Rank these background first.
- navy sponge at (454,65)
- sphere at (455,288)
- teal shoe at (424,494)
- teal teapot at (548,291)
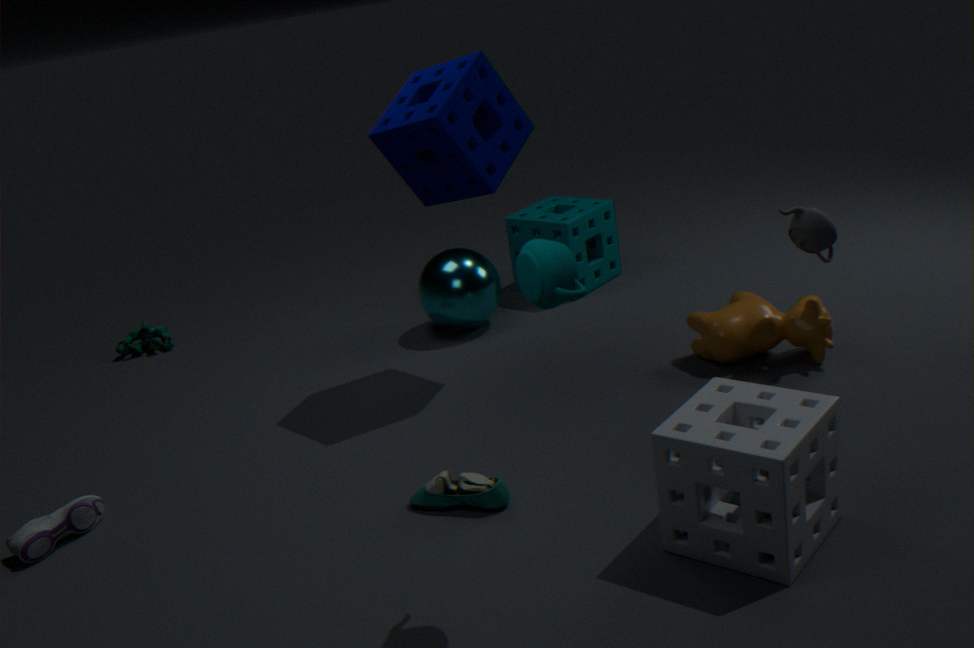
sphere at (455,288), navy sponge at (454,65), teal shoe at (424,494), teal teapot at (548,291)
